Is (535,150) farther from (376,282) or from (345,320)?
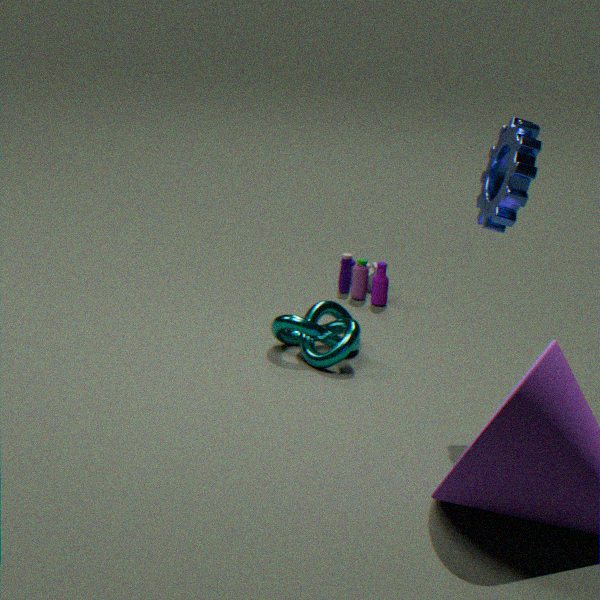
(376,282)
